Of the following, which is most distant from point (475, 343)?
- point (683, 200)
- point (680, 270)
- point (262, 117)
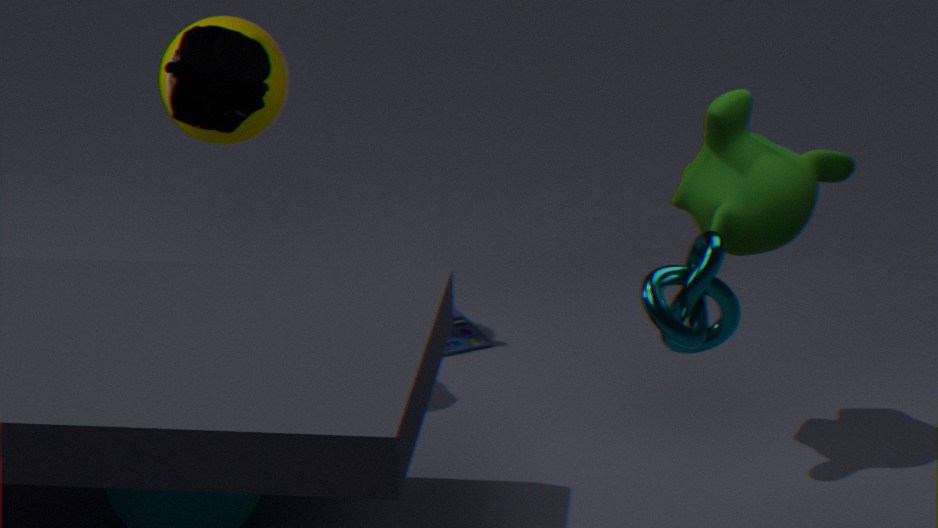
point (680, 270)
